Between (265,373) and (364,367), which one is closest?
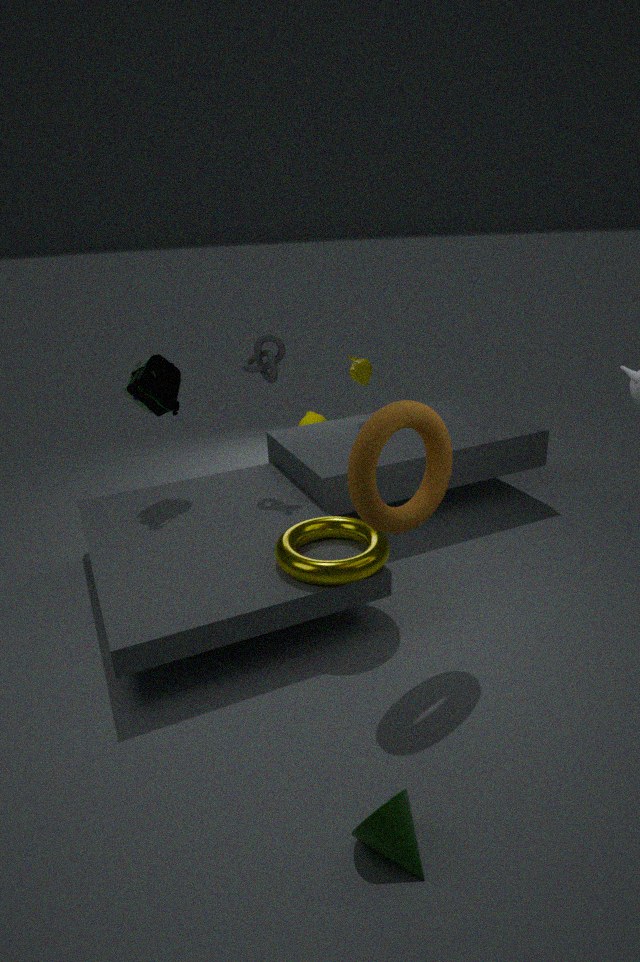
(265,373)
